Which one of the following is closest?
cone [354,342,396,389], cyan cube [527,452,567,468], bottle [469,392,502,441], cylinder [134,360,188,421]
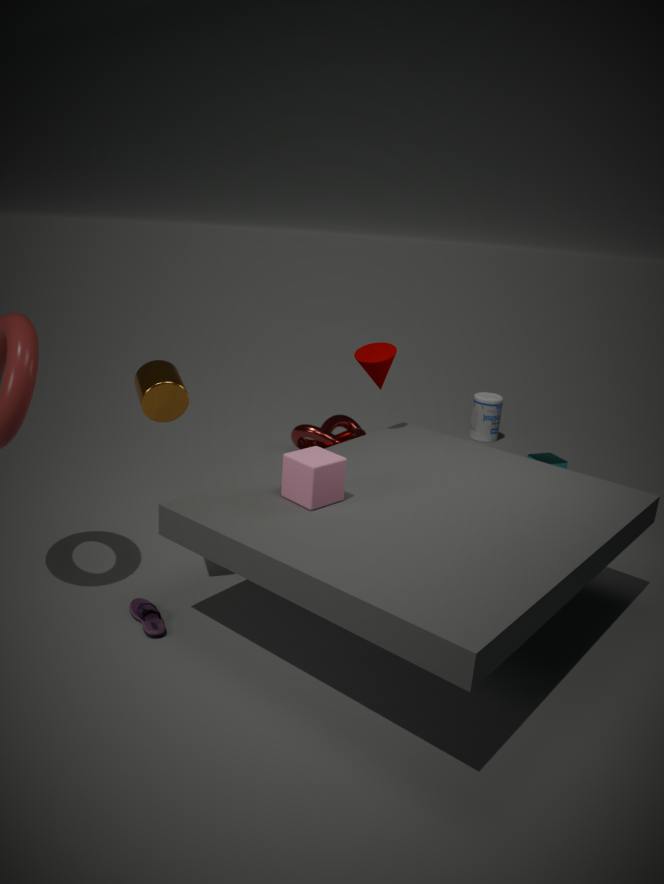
cylinder [134,360,188,421]
